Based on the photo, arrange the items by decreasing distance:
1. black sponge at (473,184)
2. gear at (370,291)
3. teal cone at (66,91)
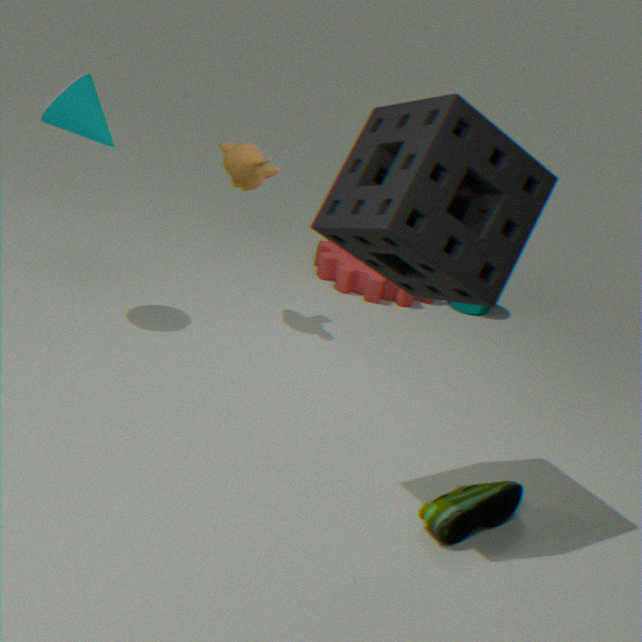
gear at (370,291), teal cone at (66,91), black sponge at (473,184)
